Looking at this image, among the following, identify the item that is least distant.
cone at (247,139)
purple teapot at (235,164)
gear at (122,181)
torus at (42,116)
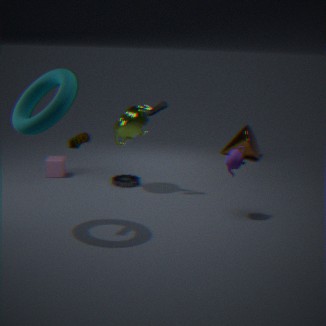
torus at (42,116)
